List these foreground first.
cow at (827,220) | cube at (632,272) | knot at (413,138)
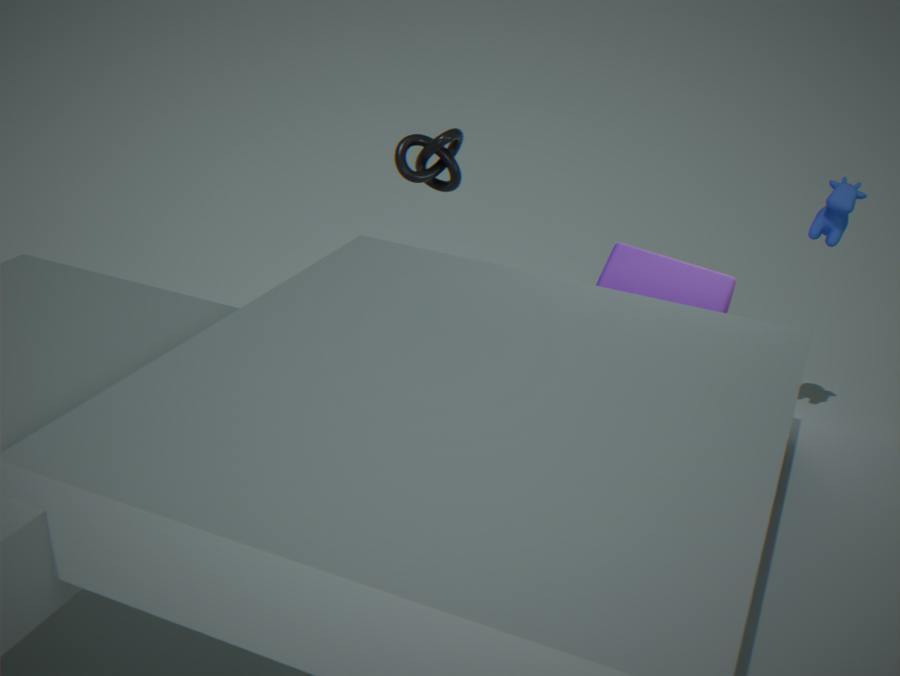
cube at (632,272) → cow at (827,220) → knot at (413,138)
